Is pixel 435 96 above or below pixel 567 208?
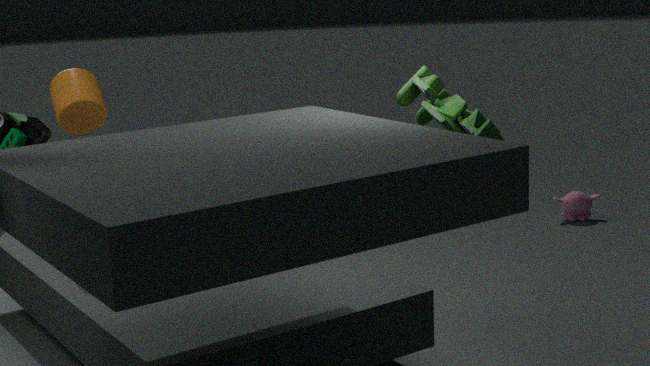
above
